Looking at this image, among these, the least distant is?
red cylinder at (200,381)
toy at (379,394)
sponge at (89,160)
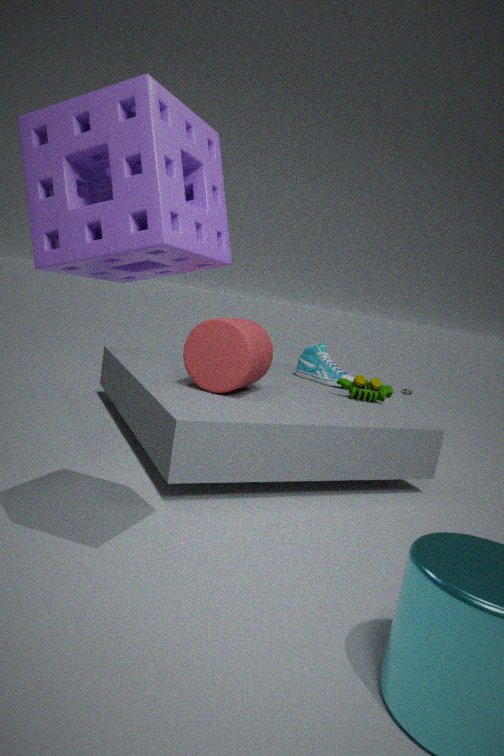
sponge at (89,160)
